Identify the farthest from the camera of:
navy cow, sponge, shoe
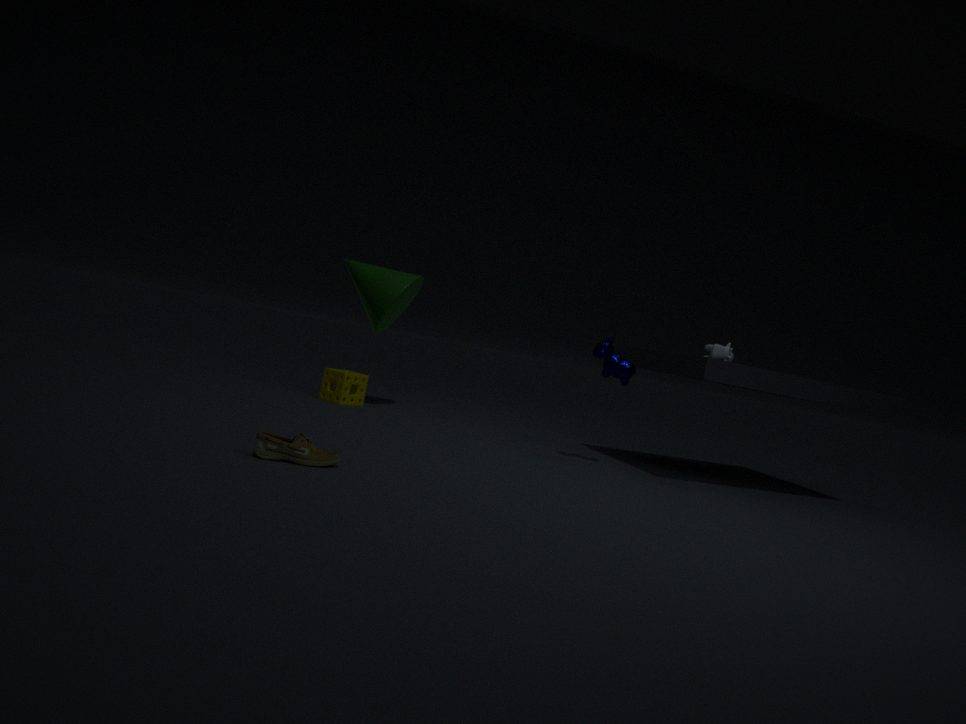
sponge
